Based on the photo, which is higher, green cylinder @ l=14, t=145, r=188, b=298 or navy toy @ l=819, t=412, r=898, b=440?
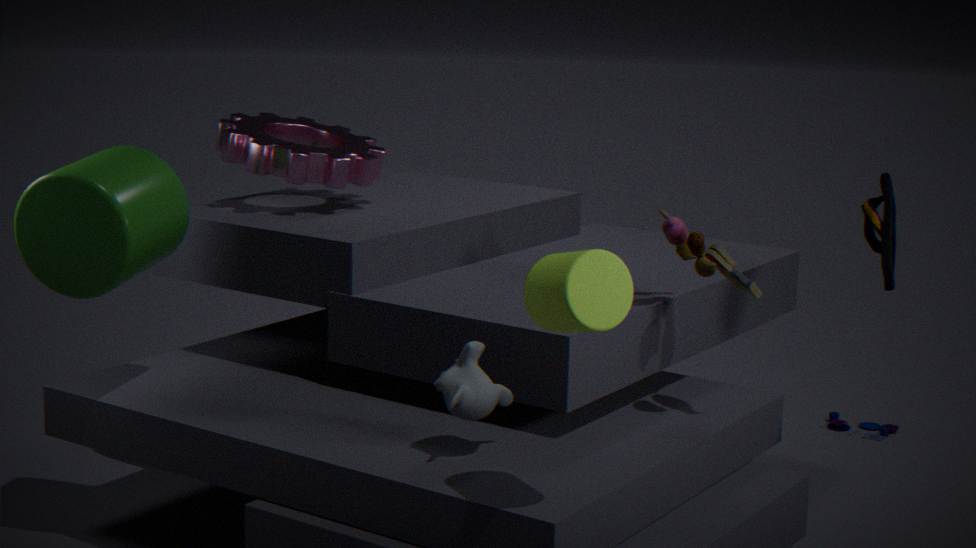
green cylinder @ l=14, t=145, r=188, b=298
